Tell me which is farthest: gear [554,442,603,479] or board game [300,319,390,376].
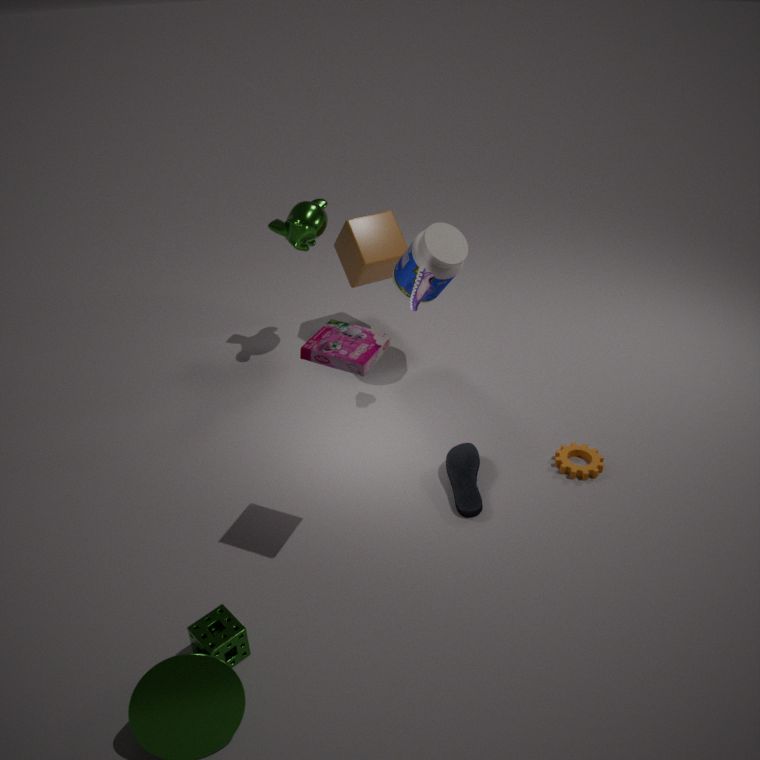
gear [554,442,603,479]
